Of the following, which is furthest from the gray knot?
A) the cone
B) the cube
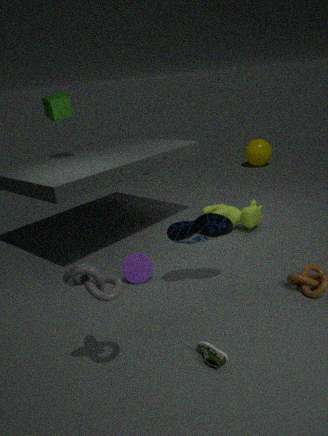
the cube
